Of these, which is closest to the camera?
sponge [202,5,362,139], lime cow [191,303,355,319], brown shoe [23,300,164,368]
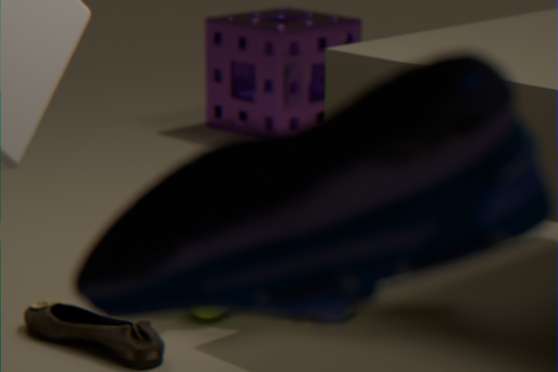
lime cow [191,303,355,319]
